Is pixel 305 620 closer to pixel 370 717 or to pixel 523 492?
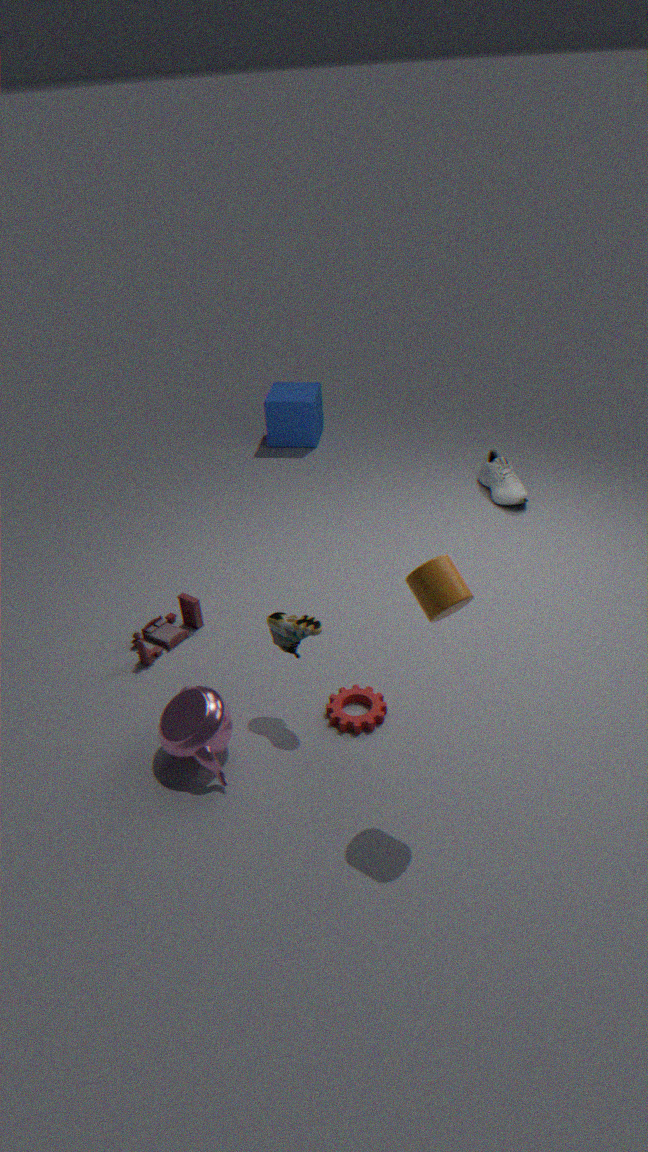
pixel 370 717
